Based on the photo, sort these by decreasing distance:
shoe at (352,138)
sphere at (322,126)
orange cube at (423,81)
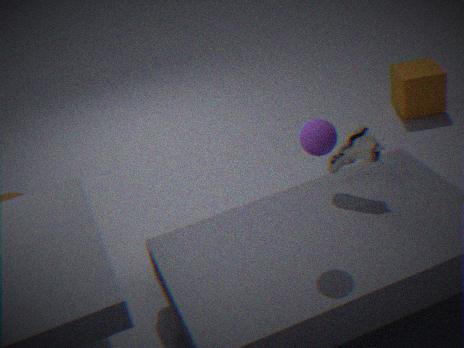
orange cube at (423,81), shoe at (352,138), sphere at (322,126)
